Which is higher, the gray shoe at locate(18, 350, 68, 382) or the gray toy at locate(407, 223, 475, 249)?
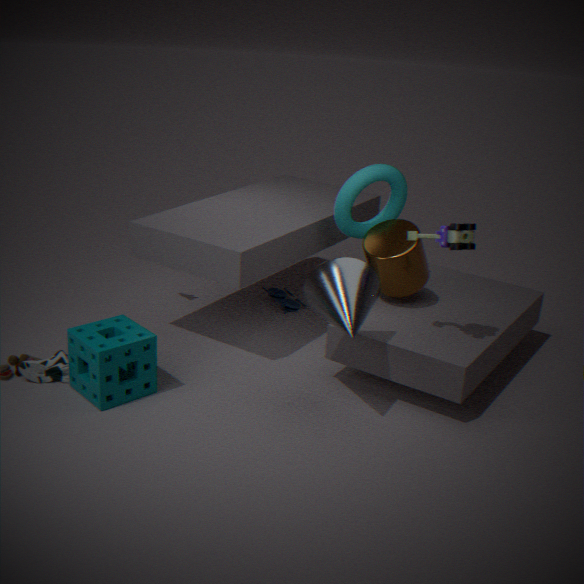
the gray toy at locate(407, 223, 475, 249)
